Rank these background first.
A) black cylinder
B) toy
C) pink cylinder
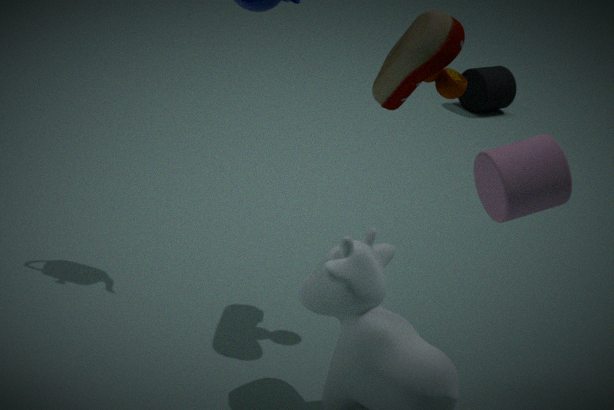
black cylinder
toy
pink cylinder
